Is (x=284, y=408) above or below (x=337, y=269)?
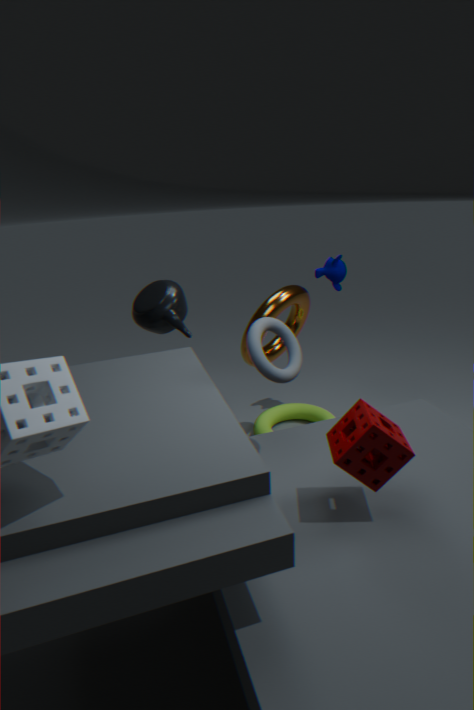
below
